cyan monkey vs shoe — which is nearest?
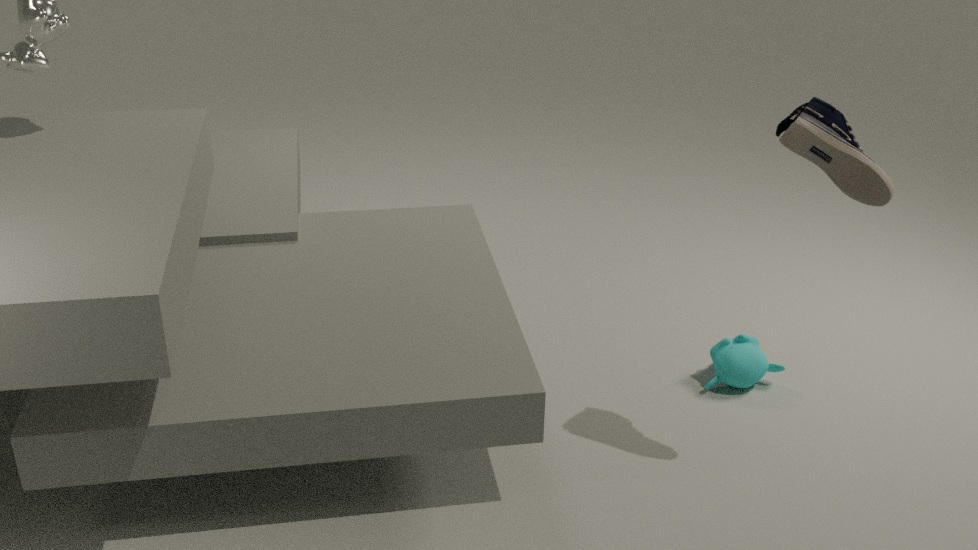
shoe
